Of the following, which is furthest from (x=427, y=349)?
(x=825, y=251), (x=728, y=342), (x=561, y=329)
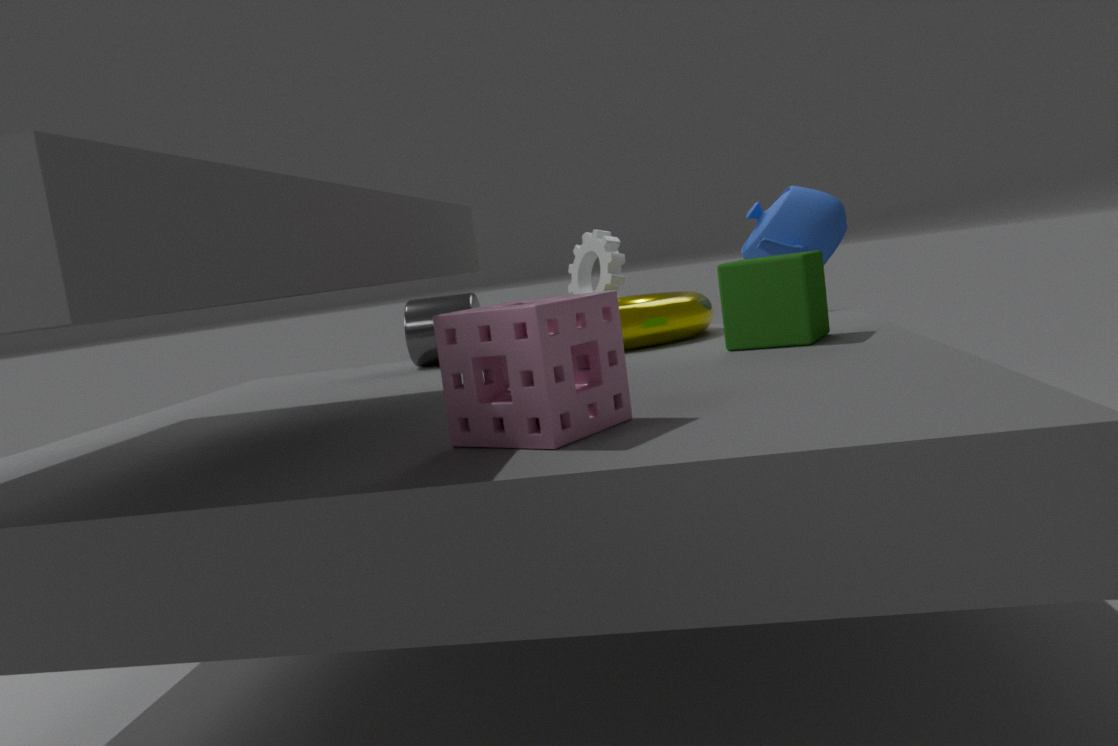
(x=561, y=329)
